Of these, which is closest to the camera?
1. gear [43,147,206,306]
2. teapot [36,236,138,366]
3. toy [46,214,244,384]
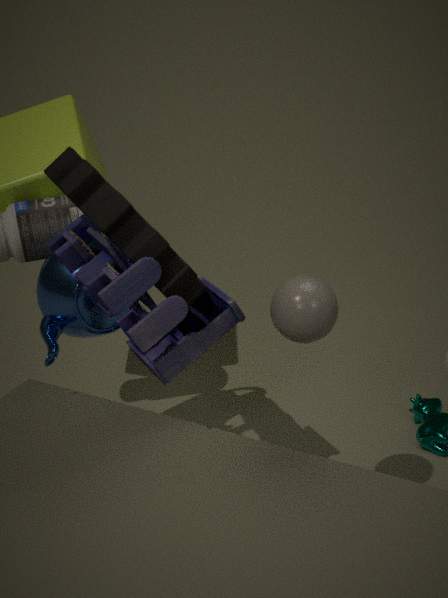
toy [46,214,244,384]
